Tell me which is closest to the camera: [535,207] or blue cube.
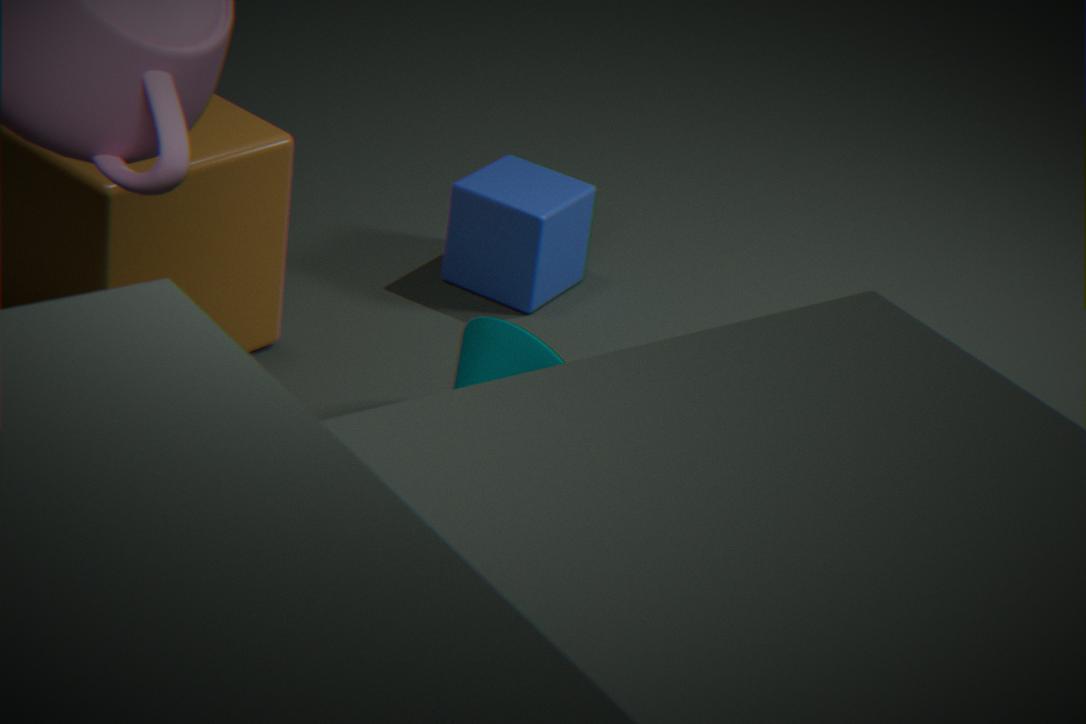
blue cube
